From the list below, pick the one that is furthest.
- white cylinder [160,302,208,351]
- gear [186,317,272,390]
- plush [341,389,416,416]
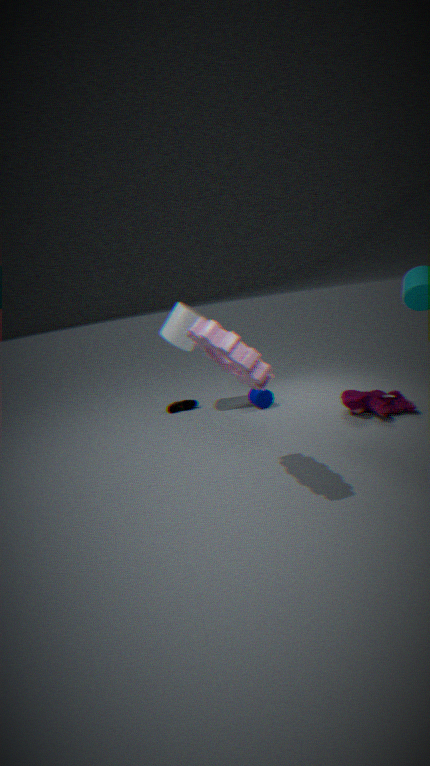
white cylinder [160,302,208,351]
